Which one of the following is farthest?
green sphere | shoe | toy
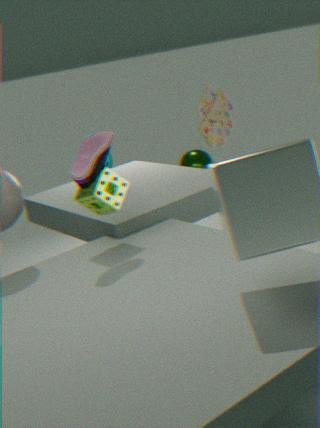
green sphere
